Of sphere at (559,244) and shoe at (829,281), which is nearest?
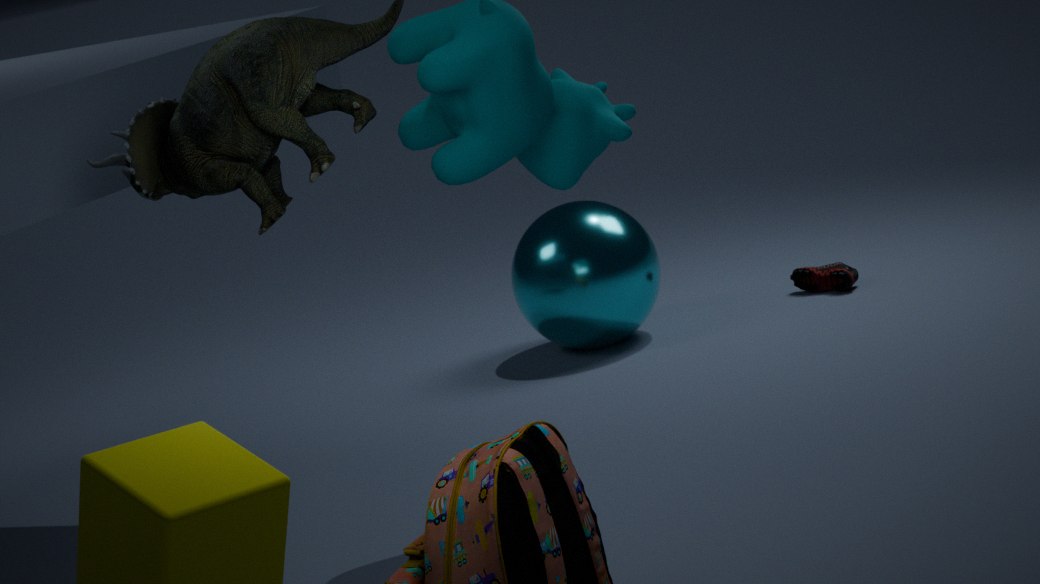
sphere at (559,244)
